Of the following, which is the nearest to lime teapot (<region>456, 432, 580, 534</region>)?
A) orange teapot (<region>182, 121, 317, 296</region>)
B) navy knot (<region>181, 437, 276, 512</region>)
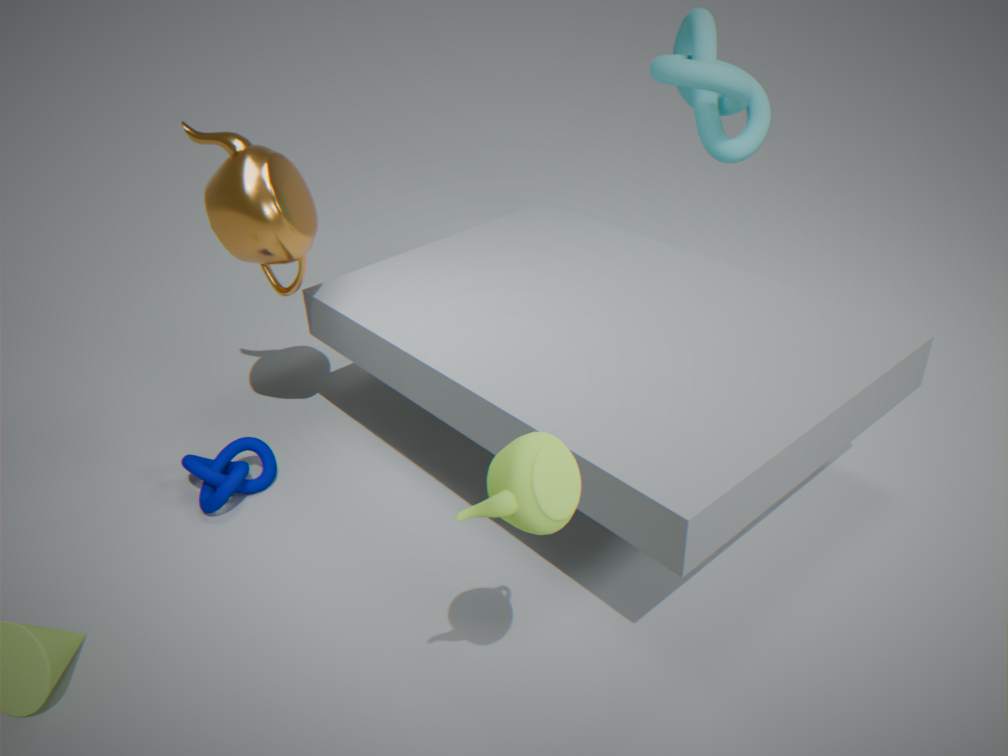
orange teapot (<region>182, 121, 317, 296</region>)
